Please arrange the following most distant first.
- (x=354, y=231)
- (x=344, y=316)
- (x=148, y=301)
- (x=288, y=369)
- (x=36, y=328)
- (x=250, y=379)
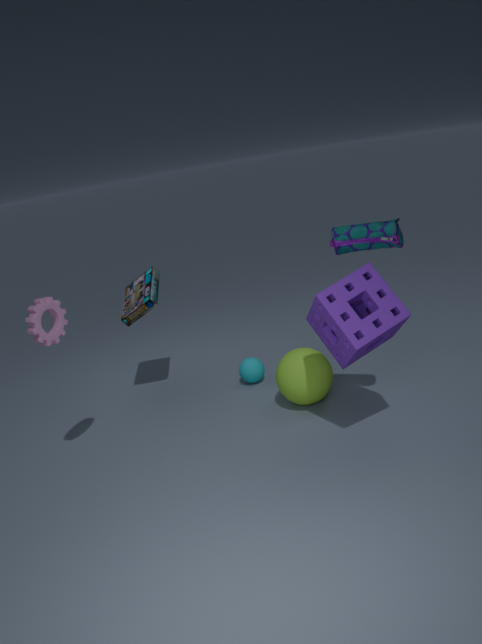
(x=250, y=379) → (x=148, y=301) → (x=288, y=369) → (x=36, y=328) → (x=354, y=231) → (x=344, y=316)
